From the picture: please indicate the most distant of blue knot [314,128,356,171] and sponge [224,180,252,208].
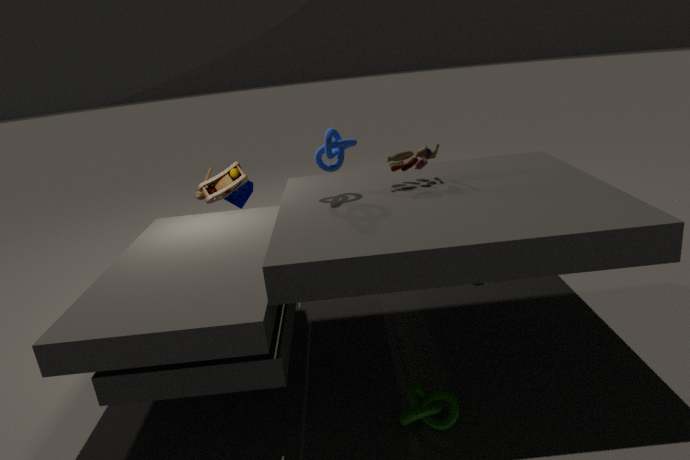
sponge [224,180,252,208]
